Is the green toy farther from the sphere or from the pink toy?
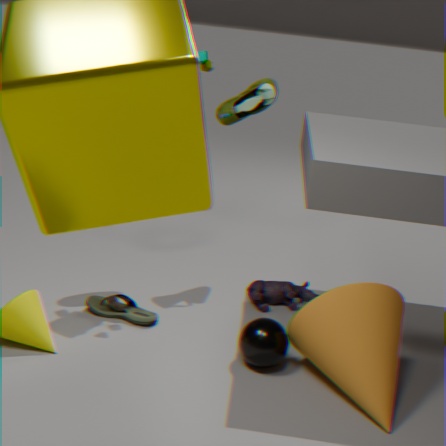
the sphere
